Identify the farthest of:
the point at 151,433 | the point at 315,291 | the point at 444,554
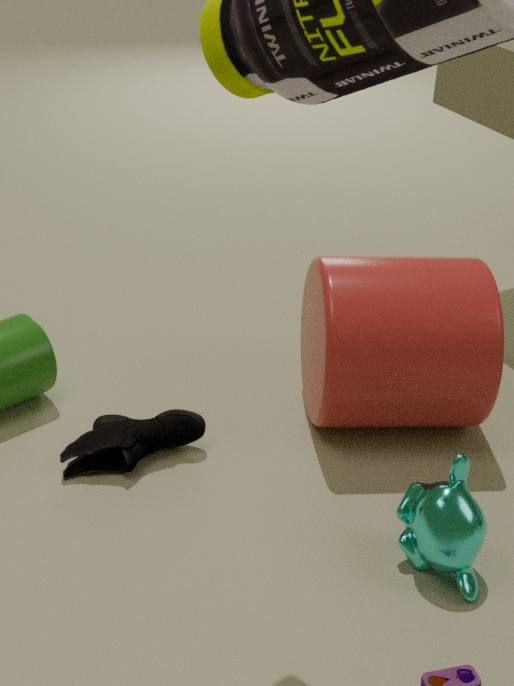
the point at 315,291
